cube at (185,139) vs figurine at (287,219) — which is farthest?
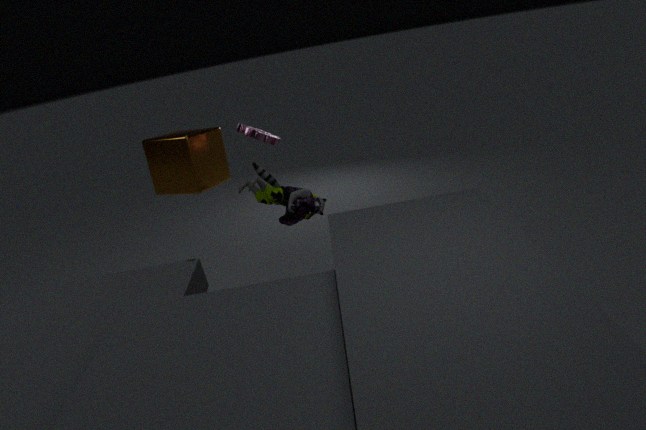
cube at (185,139)
